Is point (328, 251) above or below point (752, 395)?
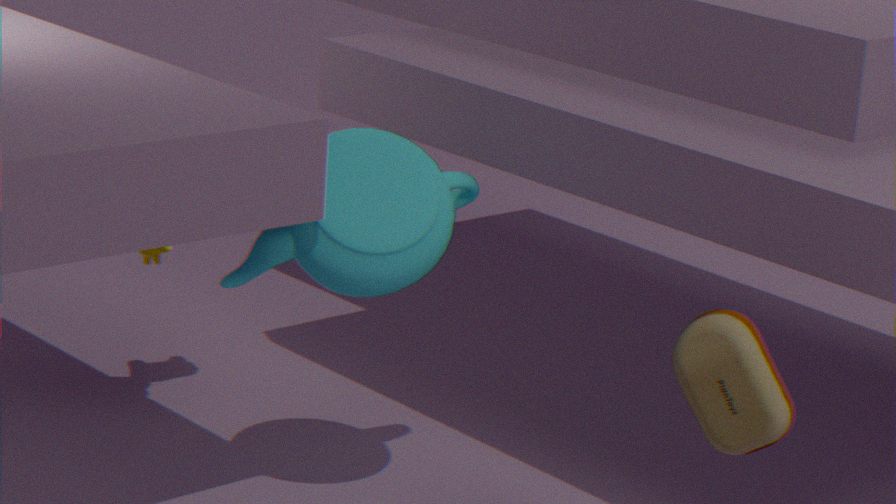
above
